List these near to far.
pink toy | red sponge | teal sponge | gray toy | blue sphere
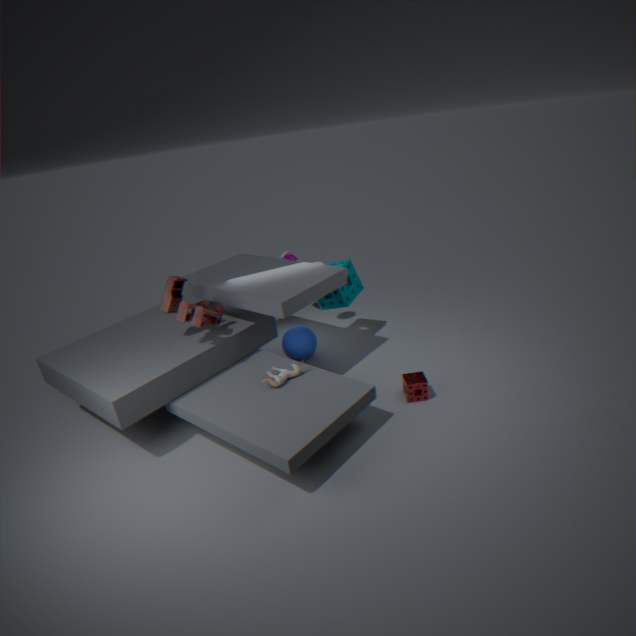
gray toy < red sponge < pink toy < blue sphere < teal sponge
